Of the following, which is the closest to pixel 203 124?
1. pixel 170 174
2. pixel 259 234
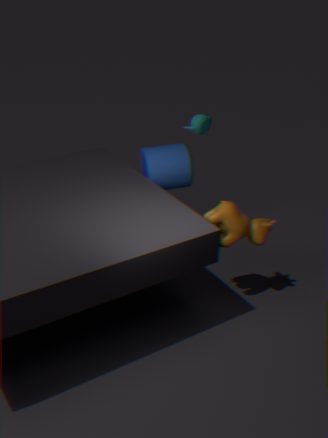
pixel 170 174
